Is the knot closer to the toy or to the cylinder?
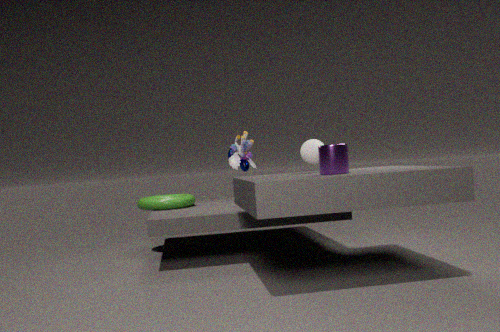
the toy
